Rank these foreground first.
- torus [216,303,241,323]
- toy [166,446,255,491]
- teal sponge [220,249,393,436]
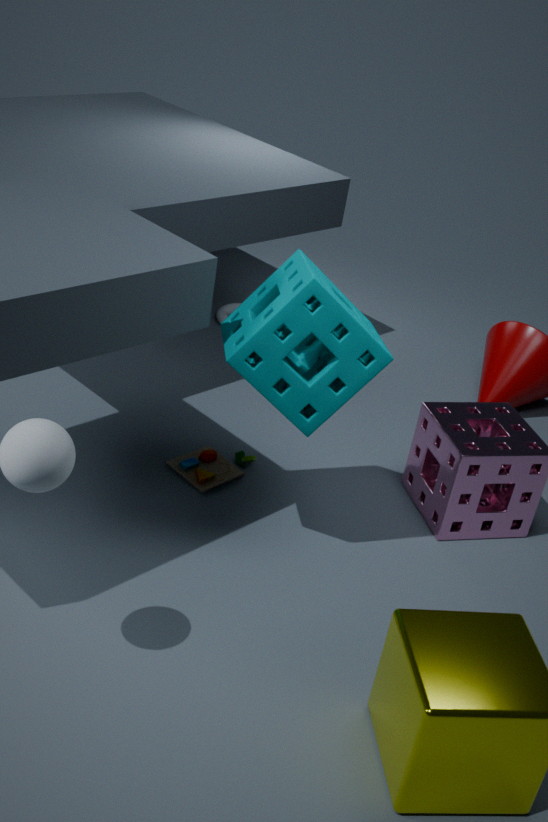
teal sponge [220,249,393,436] → toy [166,446,255,491] → torus [216,303,241,323]
